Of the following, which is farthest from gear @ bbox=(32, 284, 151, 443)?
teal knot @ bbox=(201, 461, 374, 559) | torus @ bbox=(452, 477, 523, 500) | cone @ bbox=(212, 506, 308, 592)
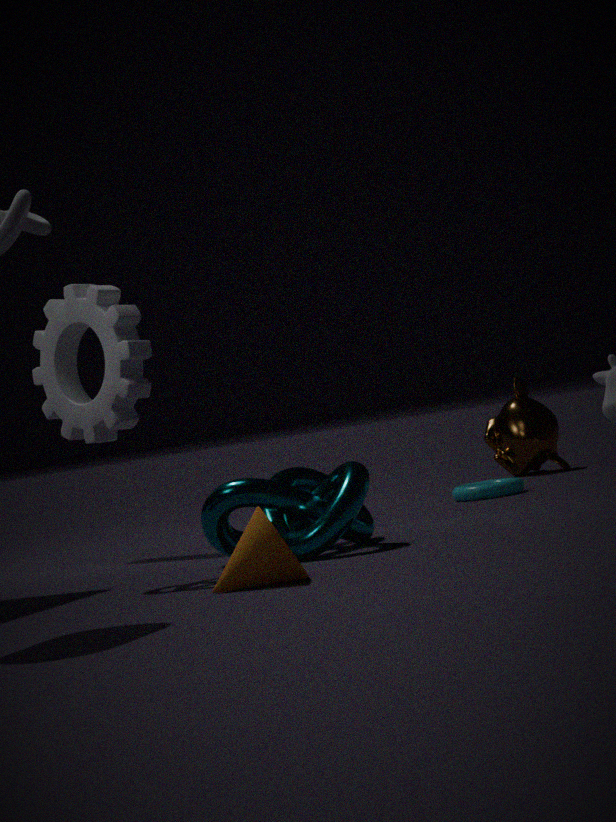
cone @ bbox=(212, 506, 308, 592)
